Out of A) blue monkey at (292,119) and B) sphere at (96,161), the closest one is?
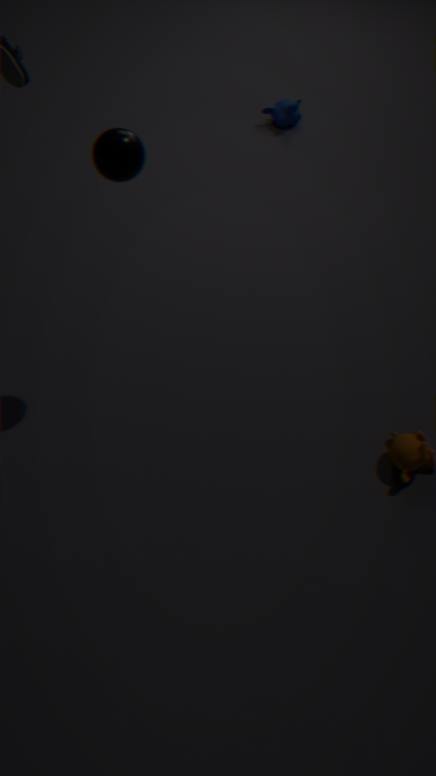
B. sphere at (96,161)
